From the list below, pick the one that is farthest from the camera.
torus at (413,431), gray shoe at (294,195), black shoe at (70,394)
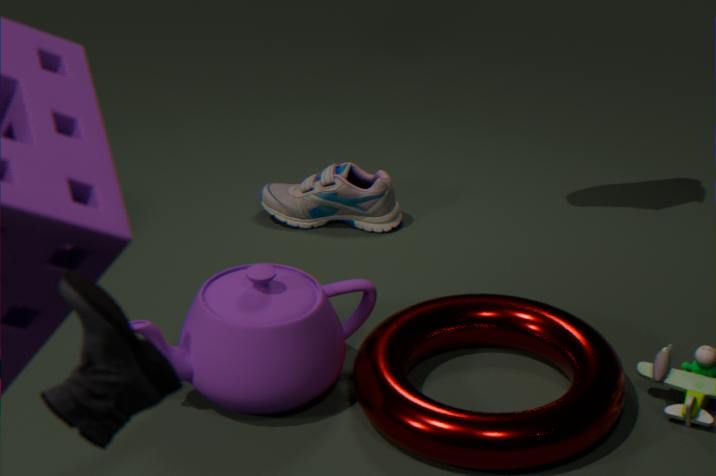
gray shoe at (294,195)
